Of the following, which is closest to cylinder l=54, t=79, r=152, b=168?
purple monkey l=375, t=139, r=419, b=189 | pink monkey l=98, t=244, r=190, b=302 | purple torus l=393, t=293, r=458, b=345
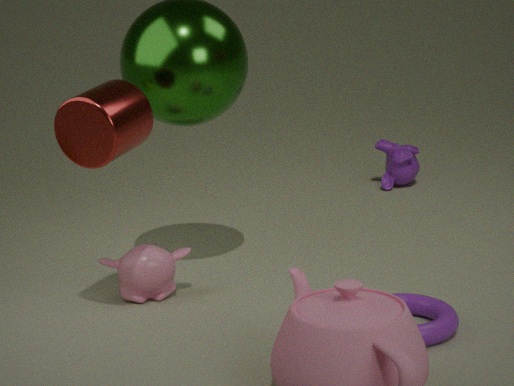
pink monkey l=98, t=244, r=190, b=302
